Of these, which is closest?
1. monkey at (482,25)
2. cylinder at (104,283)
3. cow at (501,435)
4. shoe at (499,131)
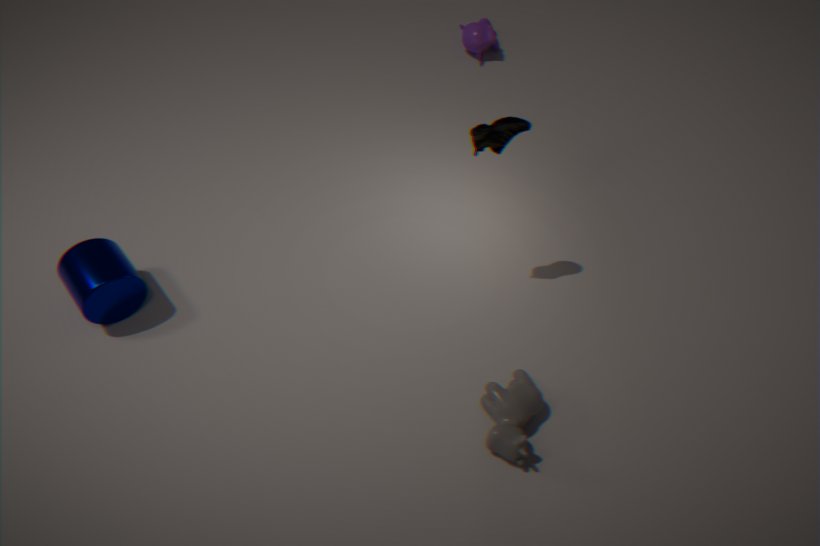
cow at (501,435)
